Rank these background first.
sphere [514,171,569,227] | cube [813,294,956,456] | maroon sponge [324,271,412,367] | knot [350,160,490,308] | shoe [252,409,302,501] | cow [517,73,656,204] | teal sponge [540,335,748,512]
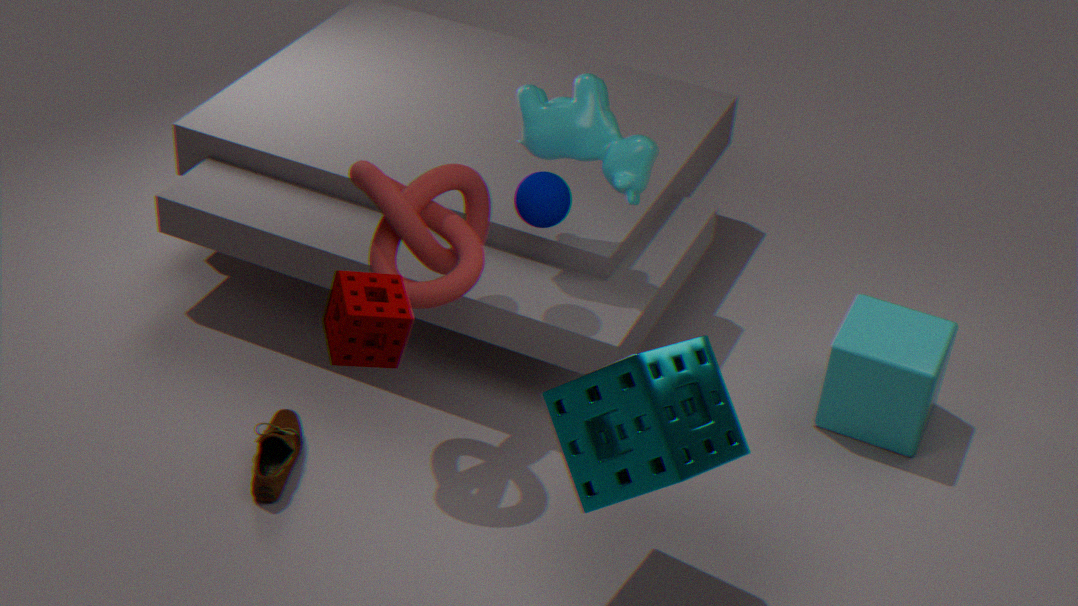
1. cube [813,294,956,456]
2. cow [517,73,656,204]
3. sphere [514,171,569,227]
4. shoe [252,409,302,501]
5. knot [350,160,490,308]
6. teal sponge [540,335,748,512]
7. maroon sponge [324,271,412,367]
